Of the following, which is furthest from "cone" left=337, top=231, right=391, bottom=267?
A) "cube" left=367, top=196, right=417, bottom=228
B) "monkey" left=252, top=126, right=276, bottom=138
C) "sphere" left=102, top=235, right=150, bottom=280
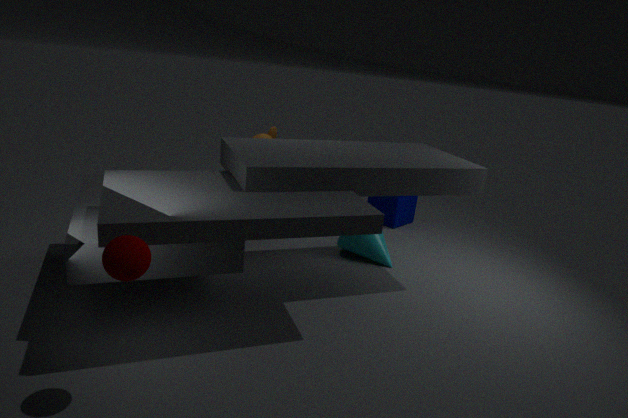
"sphere" left=102, top=235, right=150, bottom=280
